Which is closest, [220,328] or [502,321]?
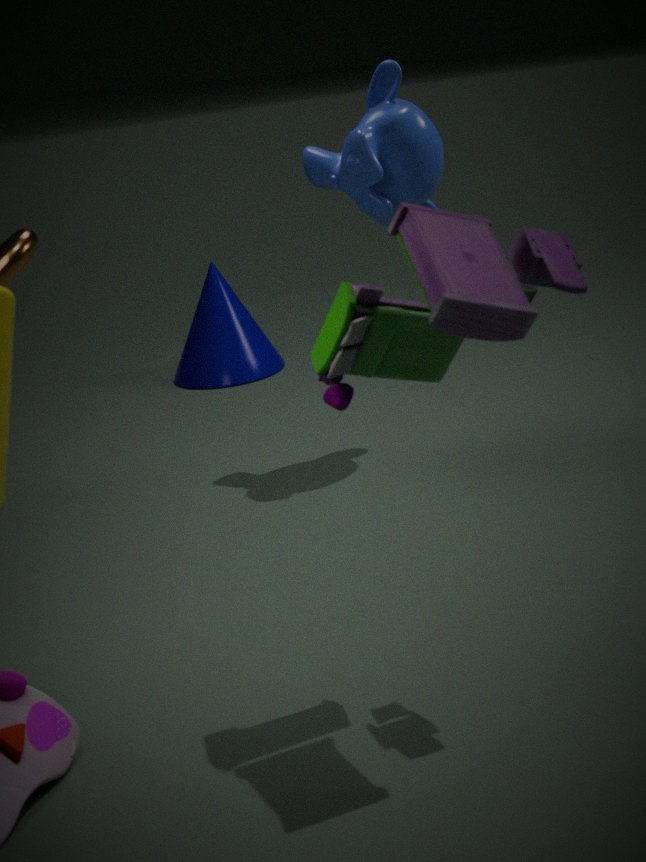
[502,321]
